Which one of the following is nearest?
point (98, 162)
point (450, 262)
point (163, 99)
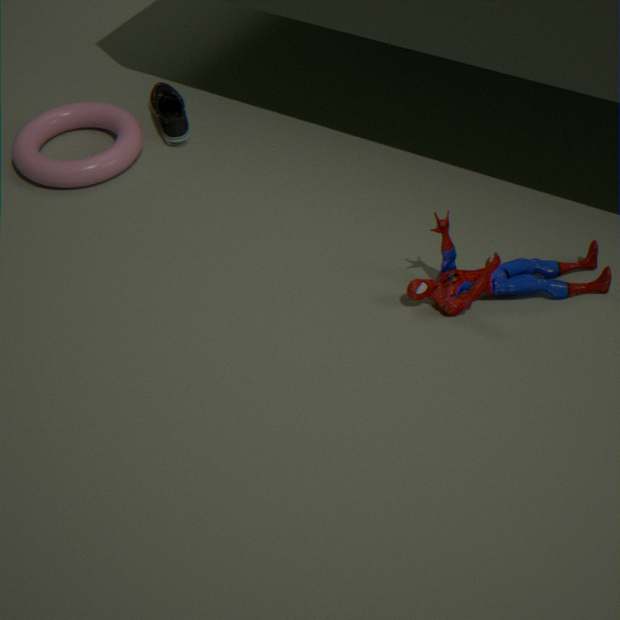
point (450, 262)
